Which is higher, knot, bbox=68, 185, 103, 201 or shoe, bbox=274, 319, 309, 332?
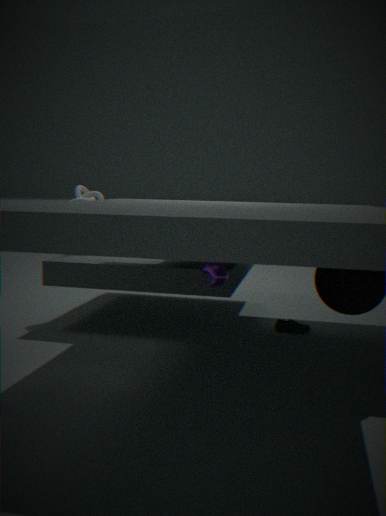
knot, bbox=68, 185, 103, 201
